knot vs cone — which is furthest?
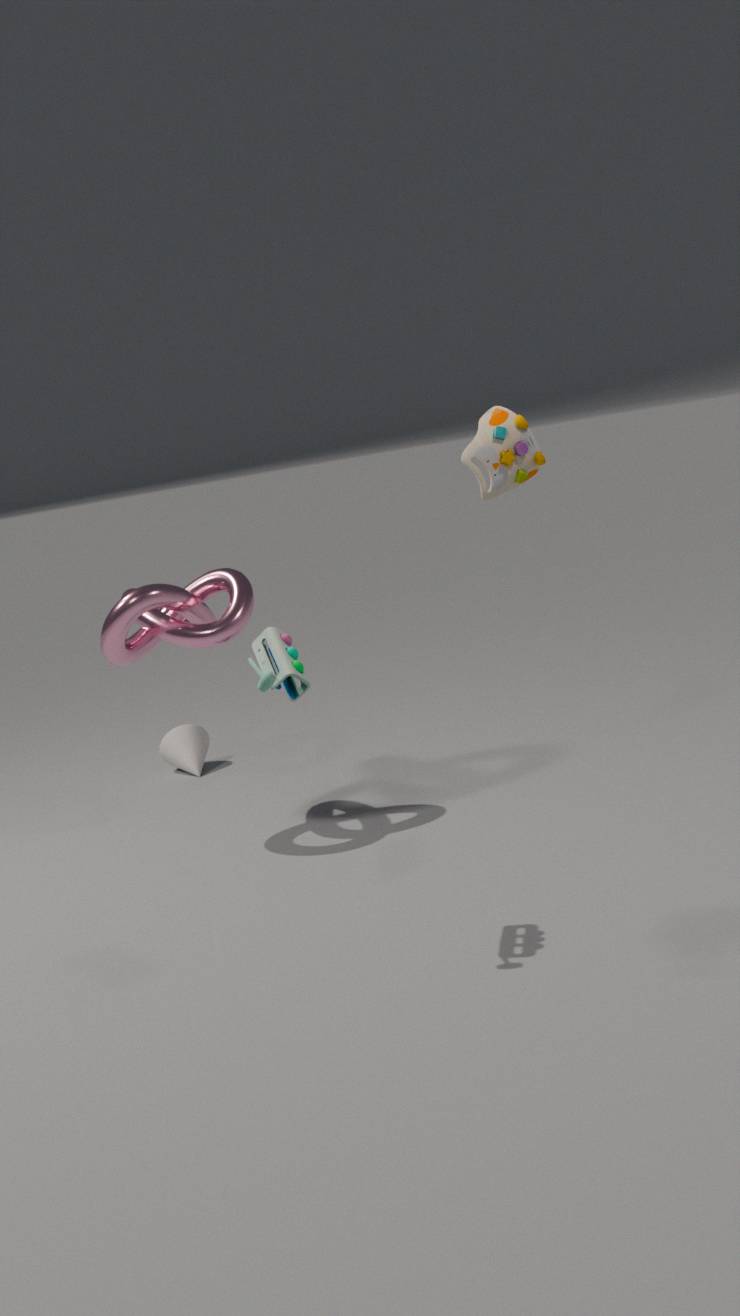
cone
